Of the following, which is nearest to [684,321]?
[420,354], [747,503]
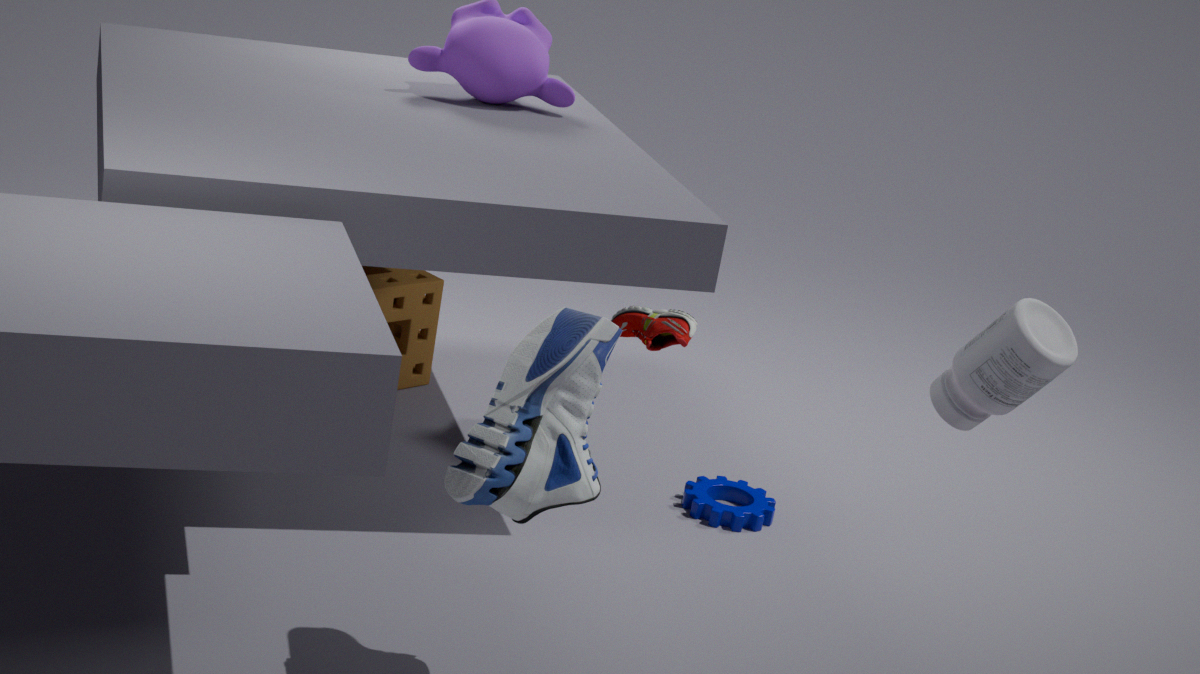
[747,503]
